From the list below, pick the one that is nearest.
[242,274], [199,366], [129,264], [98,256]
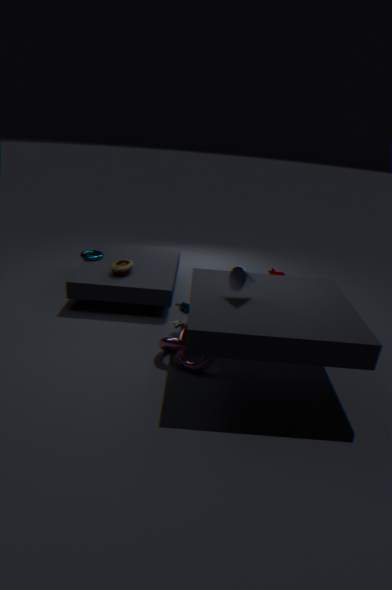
[242,274]
